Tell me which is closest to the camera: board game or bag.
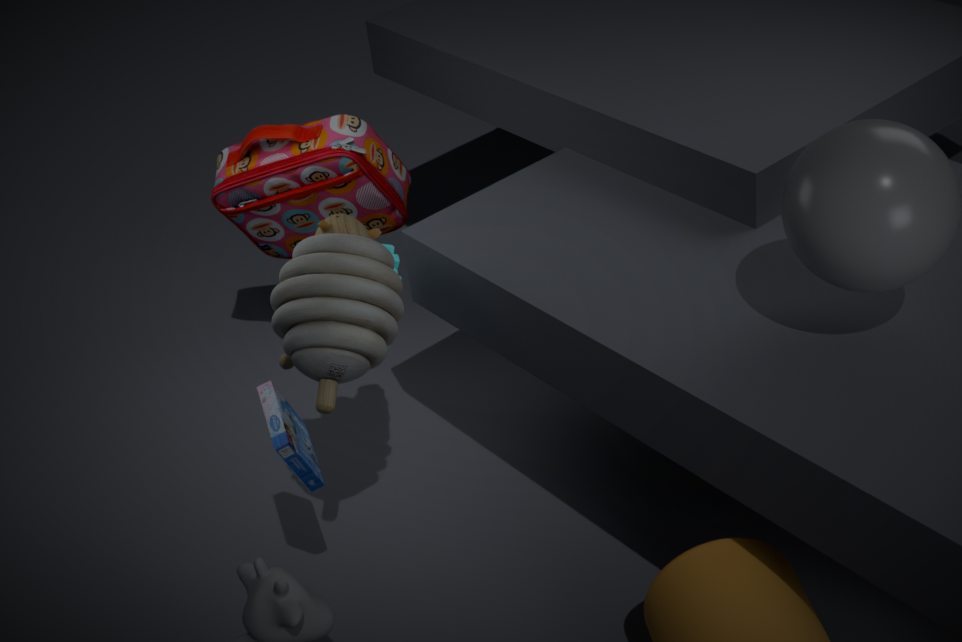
board game
